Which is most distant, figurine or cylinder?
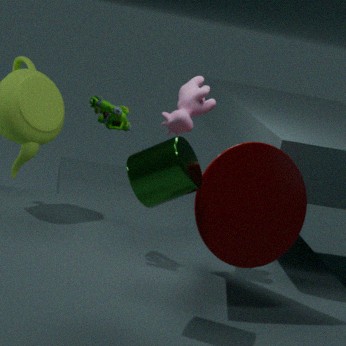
figurine
